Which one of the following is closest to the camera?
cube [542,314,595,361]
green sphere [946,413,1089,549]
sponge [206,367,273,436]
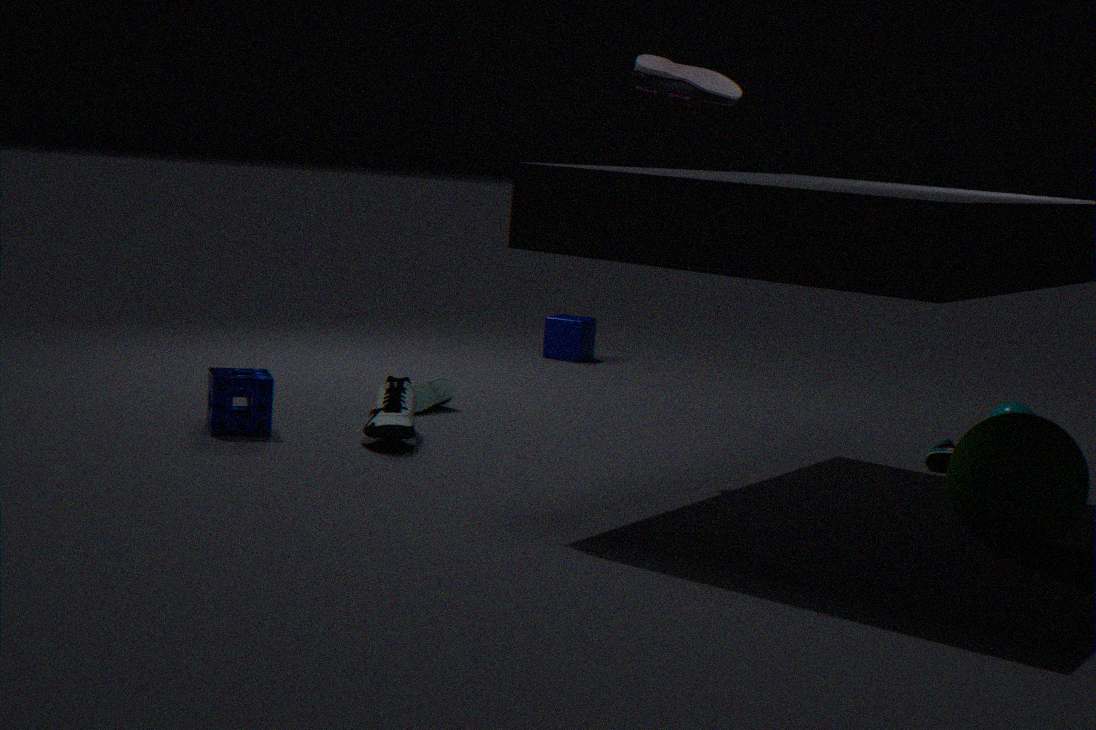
green sphere [946,413,1089,549]
